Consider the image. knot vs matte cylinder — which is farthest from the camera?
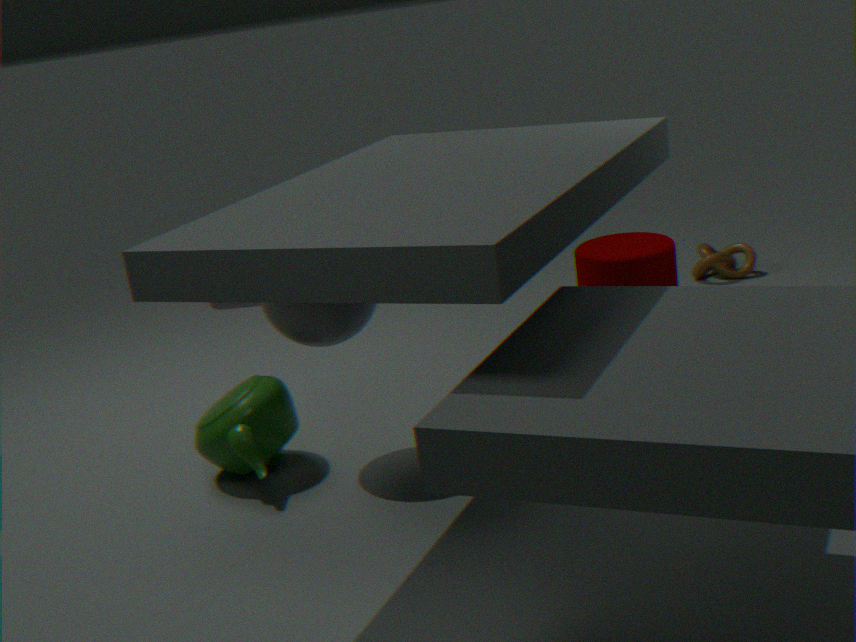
knot
